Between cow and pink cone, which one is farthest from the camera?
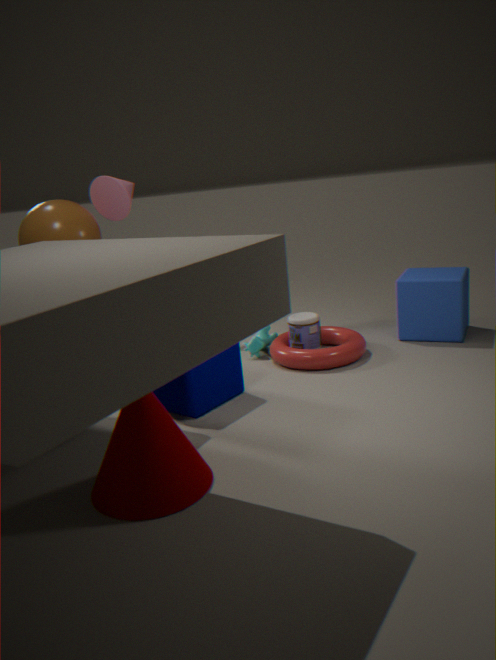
cow
